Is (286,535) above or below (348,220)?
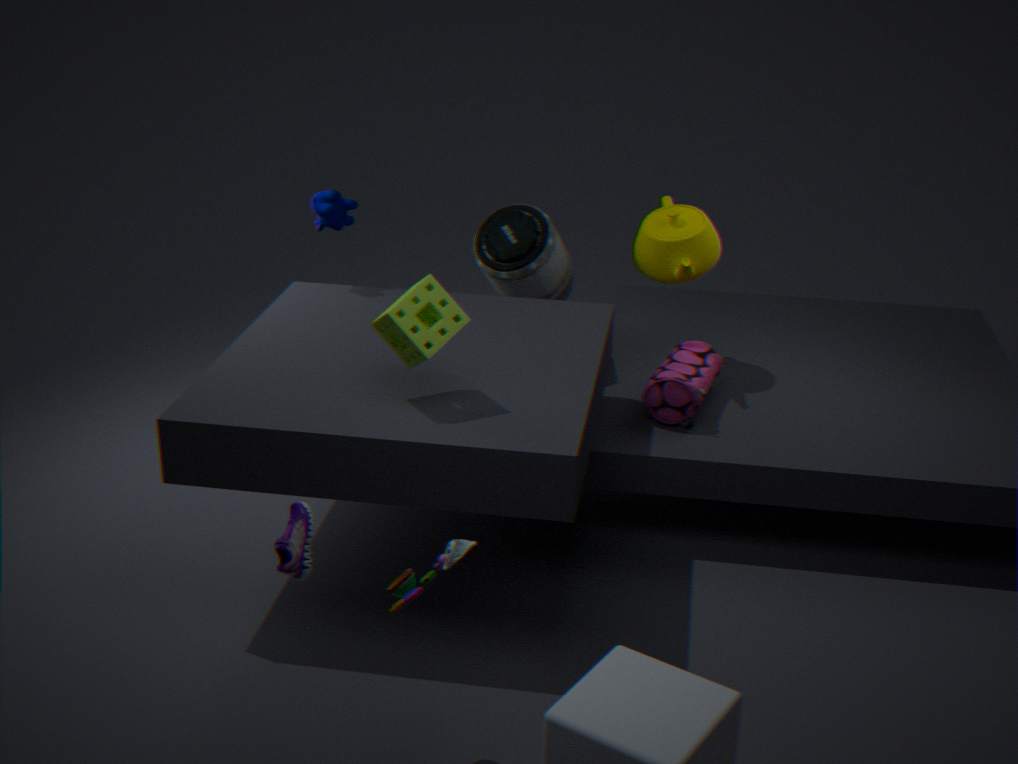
below
